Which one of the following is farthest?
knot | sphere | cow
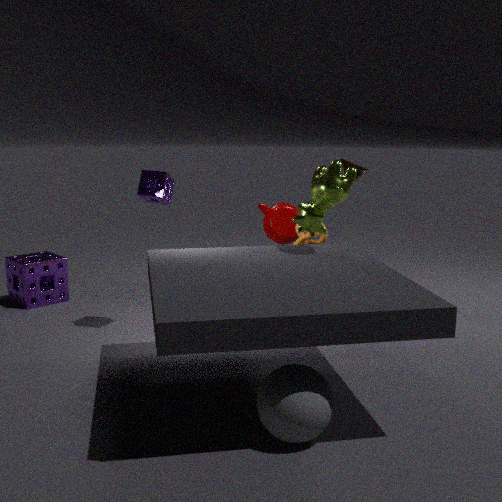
knot
